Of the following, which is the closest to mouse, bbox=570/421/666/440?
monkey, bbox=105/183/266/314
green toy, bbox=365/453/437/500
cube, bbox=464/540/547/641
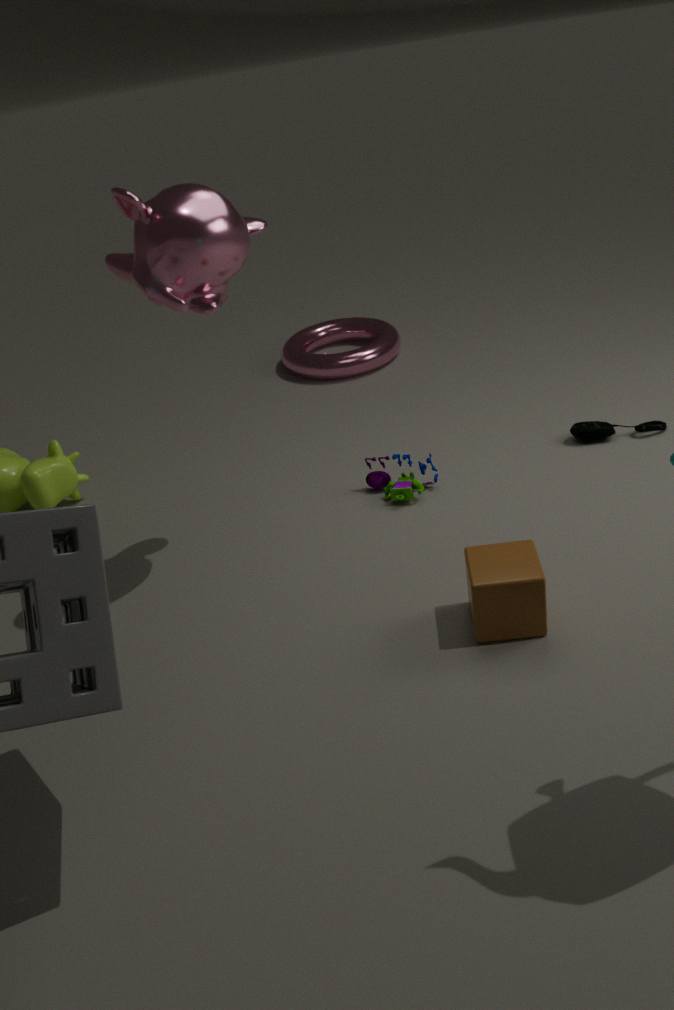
green toy, bbox=365/453/437/500
